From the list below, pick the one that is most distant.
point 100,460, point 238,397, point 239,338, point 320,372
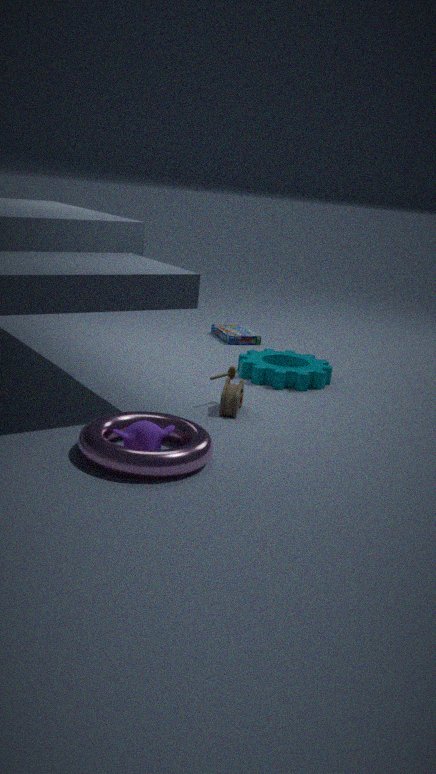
point 239,338
